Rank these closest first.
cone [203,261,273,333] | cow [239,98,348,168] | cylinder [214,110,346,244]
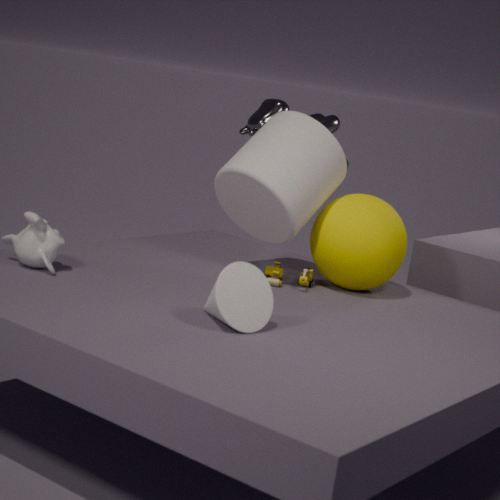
cone [203,261,273,333], cylinder [214,110,346,244], cow [239,98,348,168]
